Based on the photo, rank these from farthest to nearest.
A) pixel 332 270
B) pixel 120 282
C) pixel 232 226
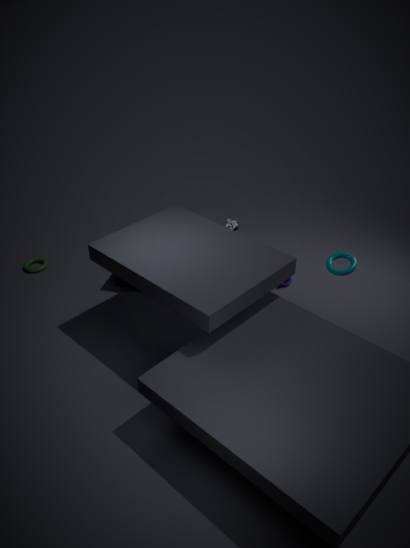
pixel 232 226 < pixel 120 282 < pixel 332 270
